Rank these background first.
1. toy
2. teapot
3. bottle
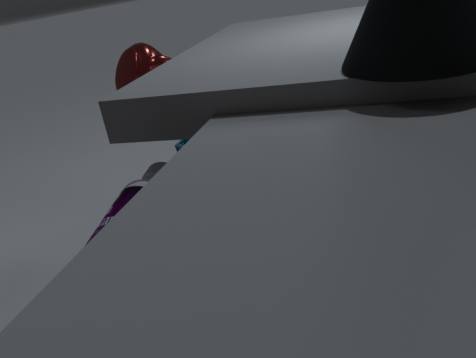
toy < teapot < bottle
